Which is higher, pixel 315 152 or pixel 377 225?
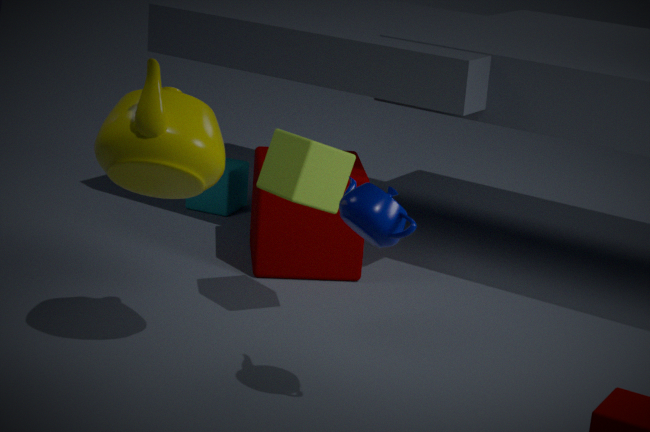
pixel 377 225
